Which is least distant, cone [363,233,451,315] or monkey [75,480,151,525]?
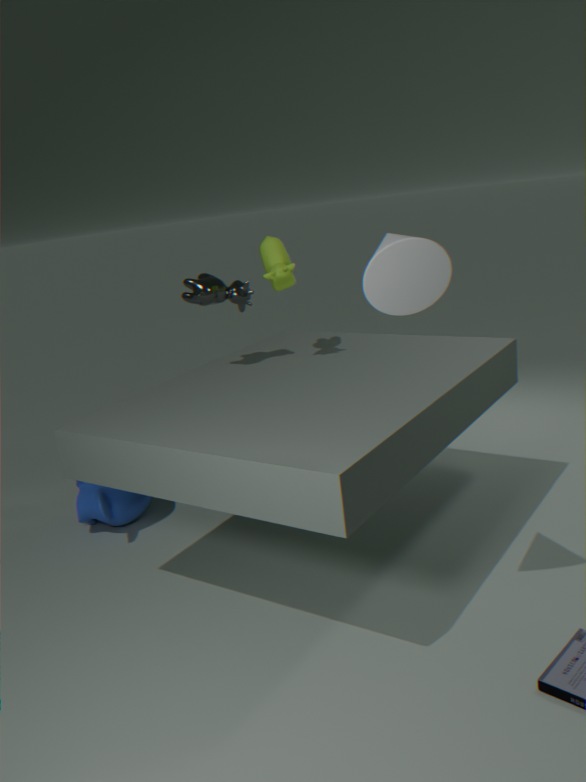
cone [363,233,451,315]
